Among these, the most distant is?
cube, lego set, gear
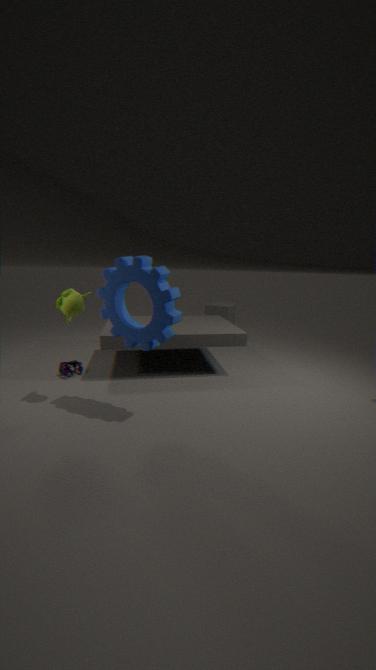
cube
